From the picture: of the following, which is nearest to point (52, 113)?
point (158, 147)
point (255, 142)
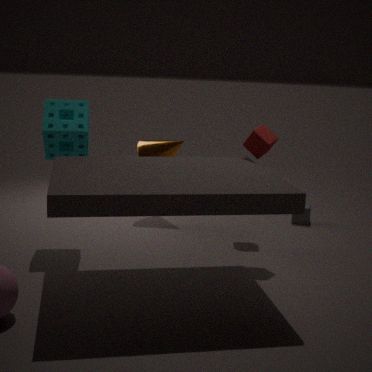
point (158, 147)
